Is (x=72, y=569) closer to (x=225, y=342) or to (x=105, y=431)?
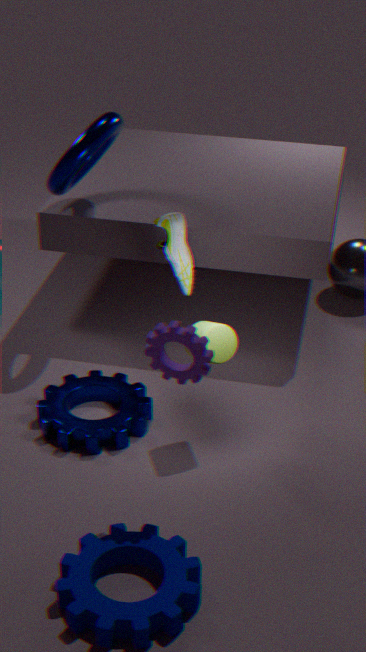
(x=105, y=431)
